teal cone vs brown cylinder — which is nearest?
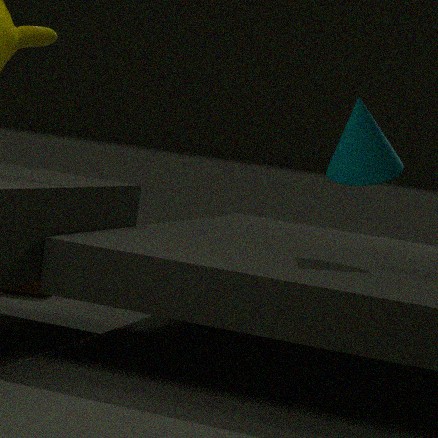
teal cone
